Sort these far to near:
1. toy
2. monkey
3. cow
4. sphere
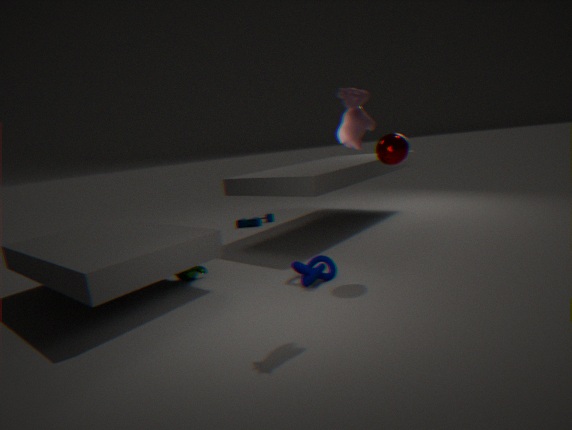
1. toy
2. monkey
3. sphere
4. cow
